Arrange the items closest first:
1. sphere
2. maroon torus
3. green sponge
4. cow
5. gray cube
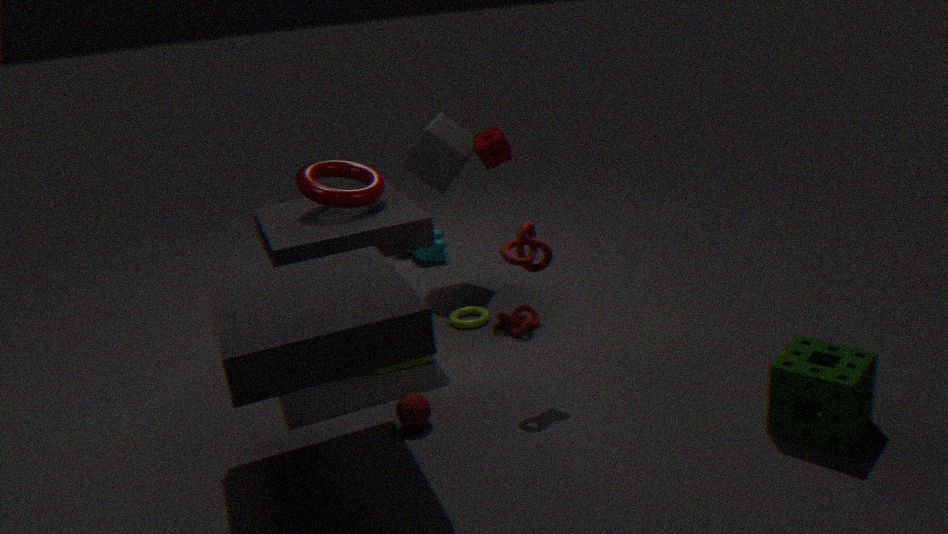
green sponge < sphere < maroon torus < gray cube < cow
